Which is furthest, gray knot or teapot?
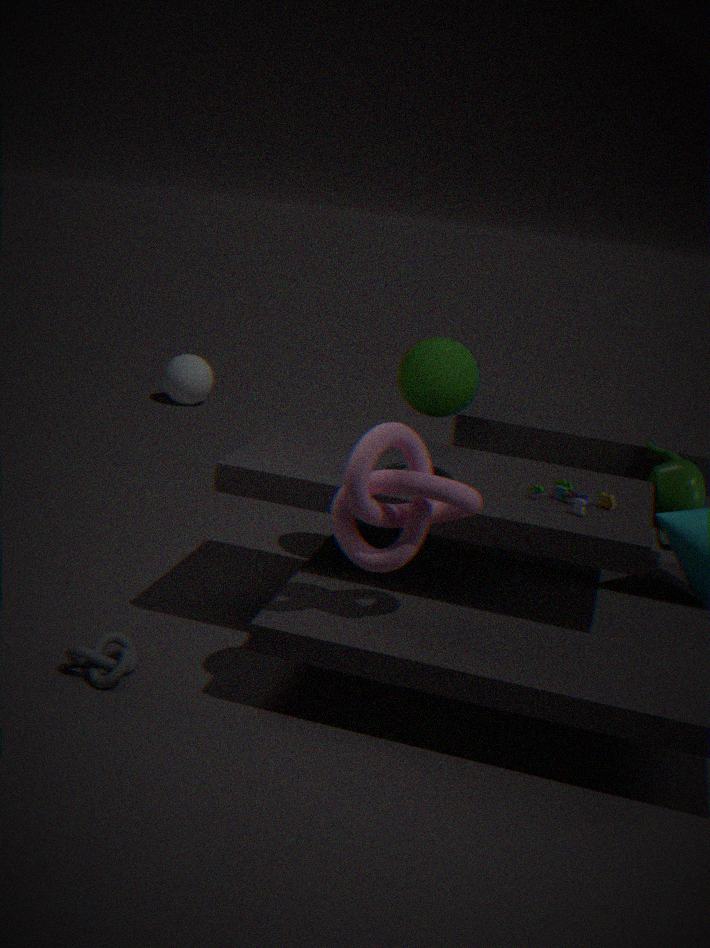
teapot
